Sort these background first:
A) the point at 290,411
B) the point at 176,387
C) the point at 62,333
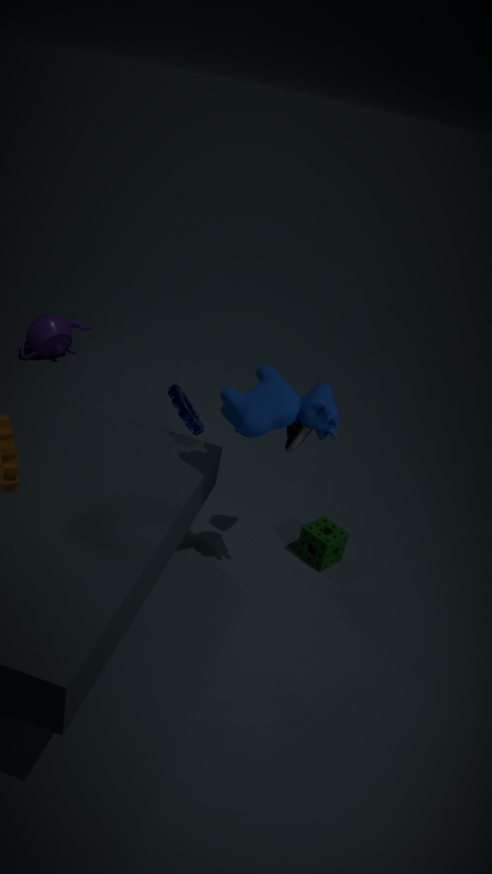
1. the point at 62,333
2. the point at 176,387
3. the point at 290,411
